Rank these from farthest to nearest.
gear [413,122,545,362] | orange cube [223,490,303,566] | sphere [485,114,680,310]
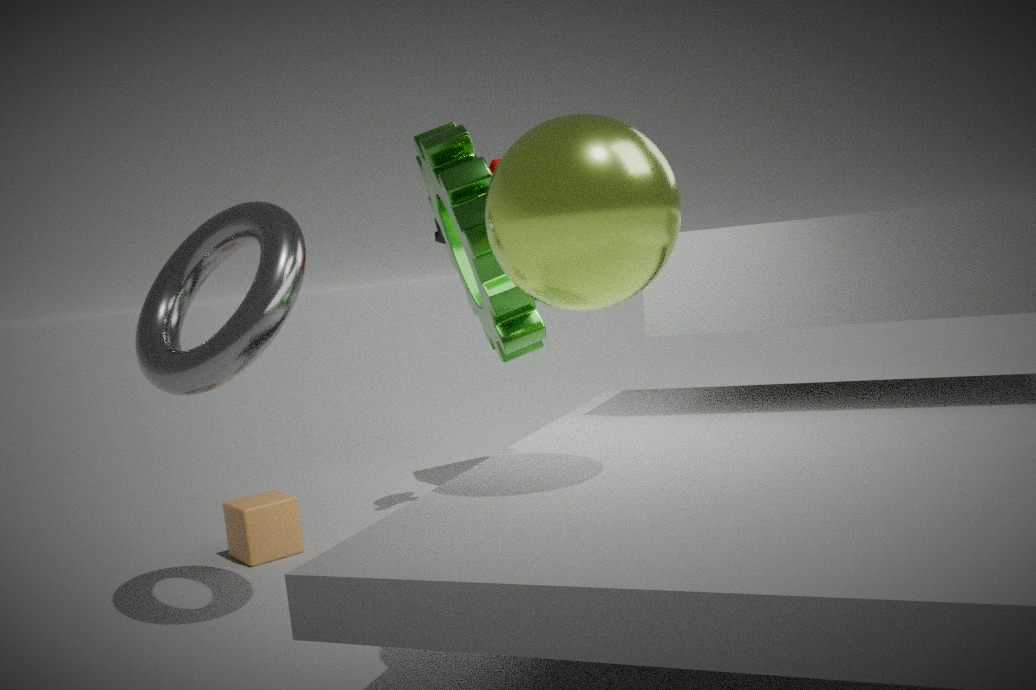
orange cube [223,490,303,566] < gear [413,122,545,362] < sphere [485,114,680,310]
